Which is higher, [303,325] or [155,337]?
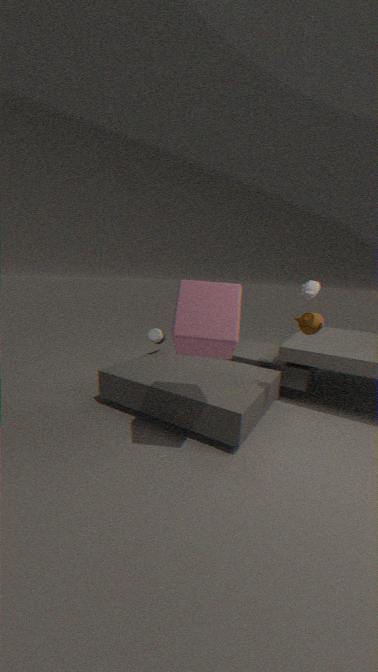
[303,325]
